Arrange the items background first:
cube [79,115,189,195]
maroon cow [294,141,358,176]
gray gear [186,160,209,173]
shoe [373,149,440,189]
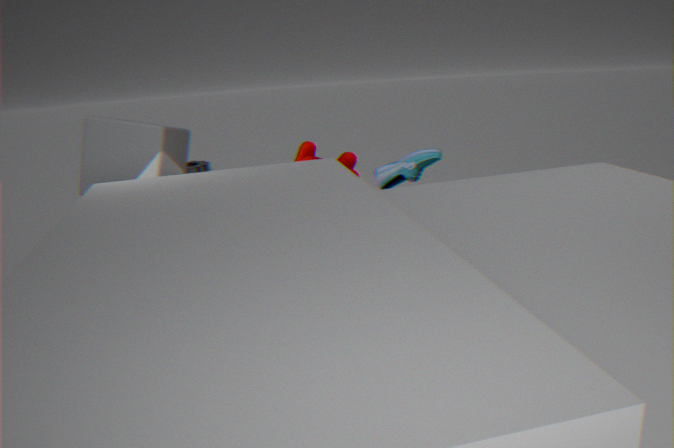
gray gear [186,160,209,173], shoe [373,149,440,189], maroon cow [294,141,358,176], cube [79,115,189,195]
